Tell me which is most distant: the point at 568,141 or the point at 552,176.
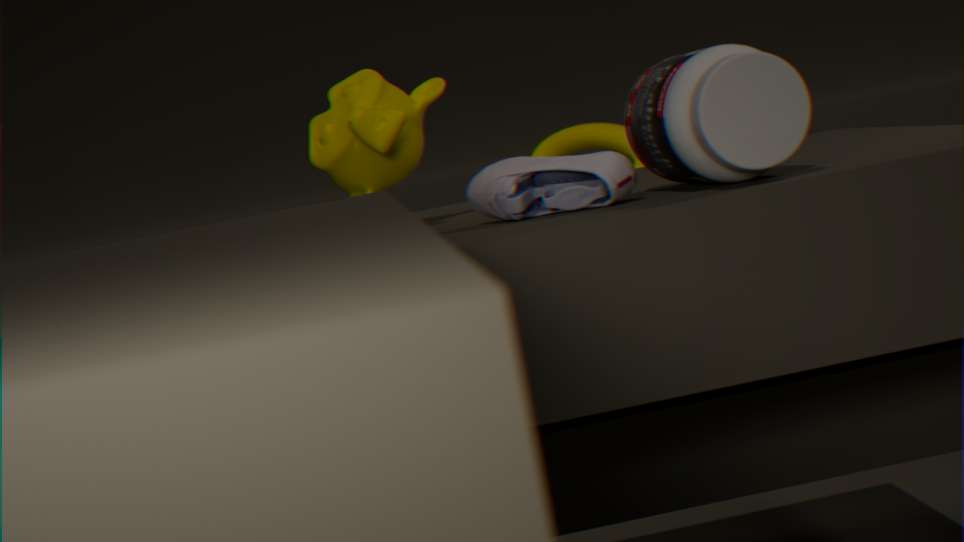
the point at 568,141
